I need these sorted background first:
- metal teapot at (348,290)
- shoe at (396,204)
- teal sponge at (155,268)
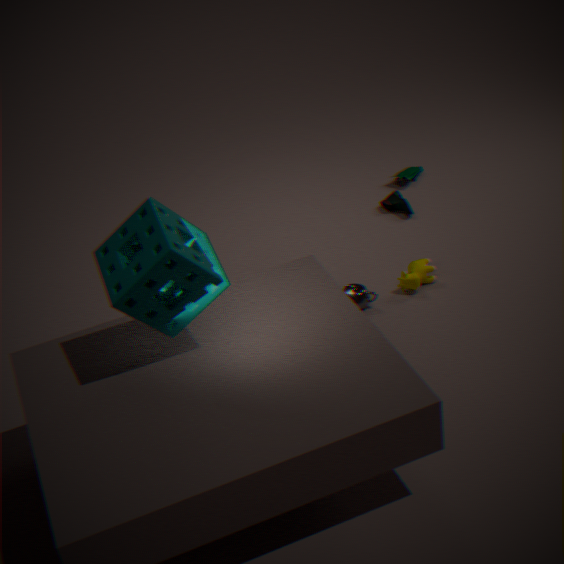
1. shoe at (396,204)
2. metal teapot at (348,290)
3. teal sponge at (155,268)
